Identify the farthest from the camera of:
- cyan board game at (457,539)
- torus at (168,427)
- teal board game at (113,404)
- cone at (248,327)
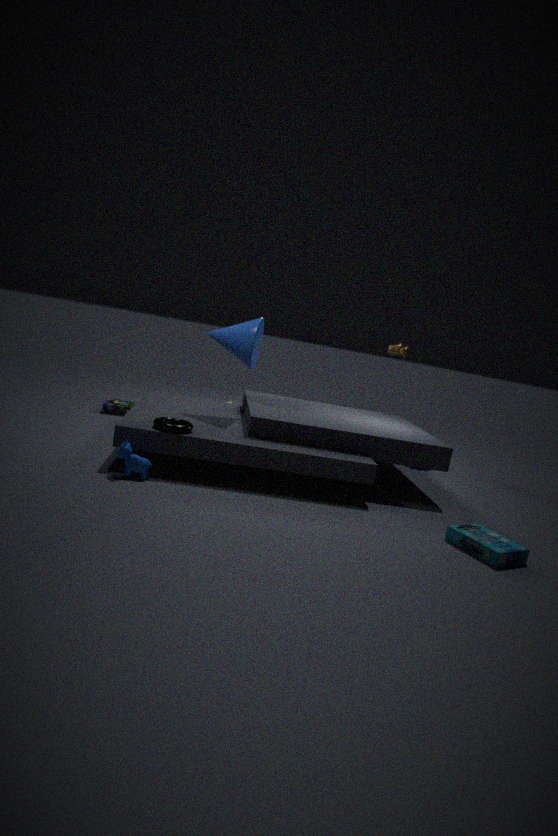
teal board game at (113,404)
